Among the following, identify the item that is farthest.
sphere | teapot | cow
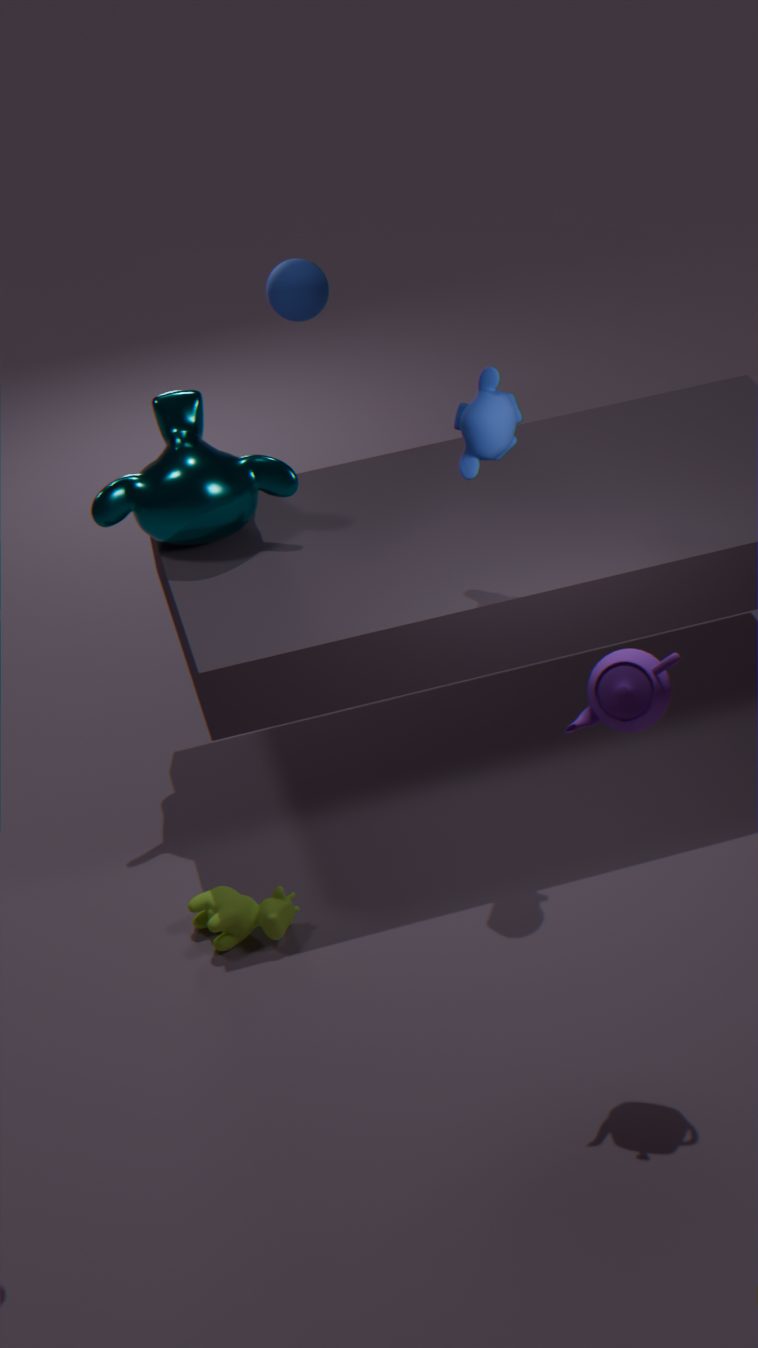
sphere
